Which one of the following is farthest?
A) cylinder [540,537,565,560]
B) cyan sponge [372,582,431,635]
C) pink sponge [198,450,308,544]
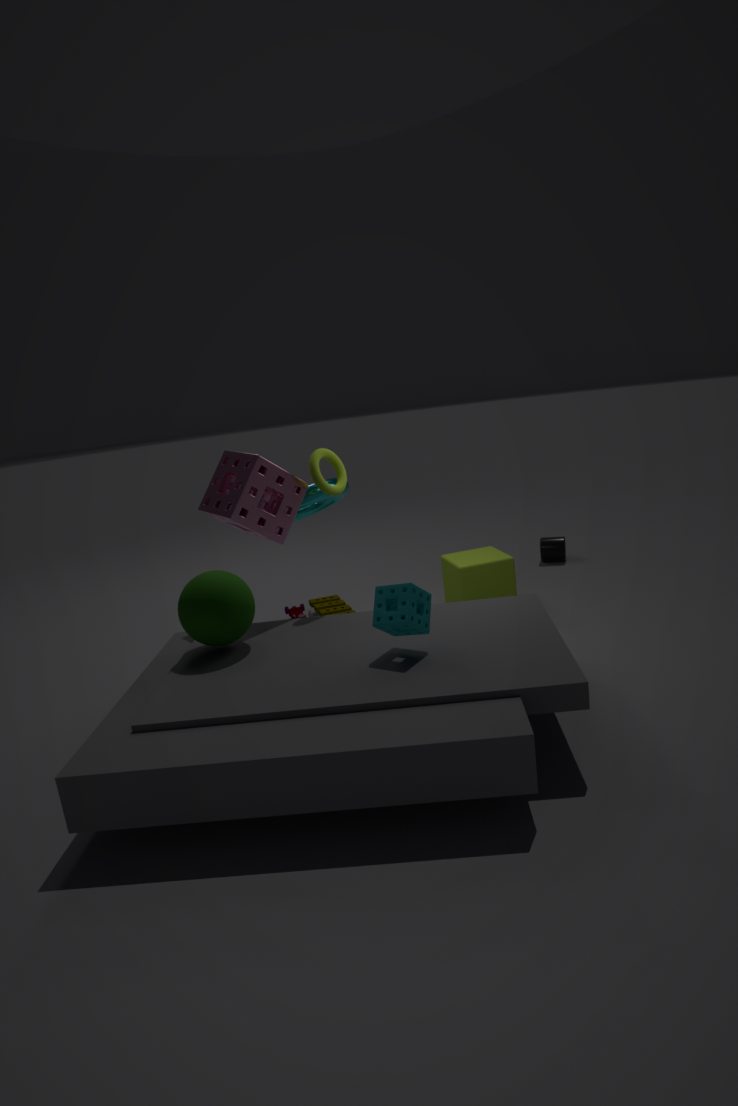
cylinder [540,537,565,560]
